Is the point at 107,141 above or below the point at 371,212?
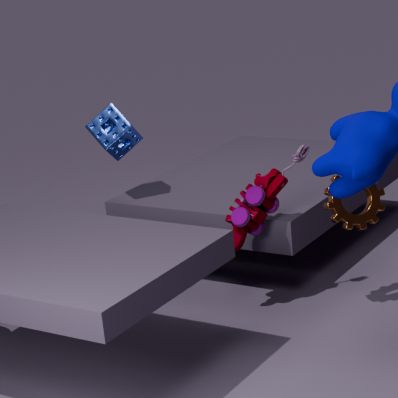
above
